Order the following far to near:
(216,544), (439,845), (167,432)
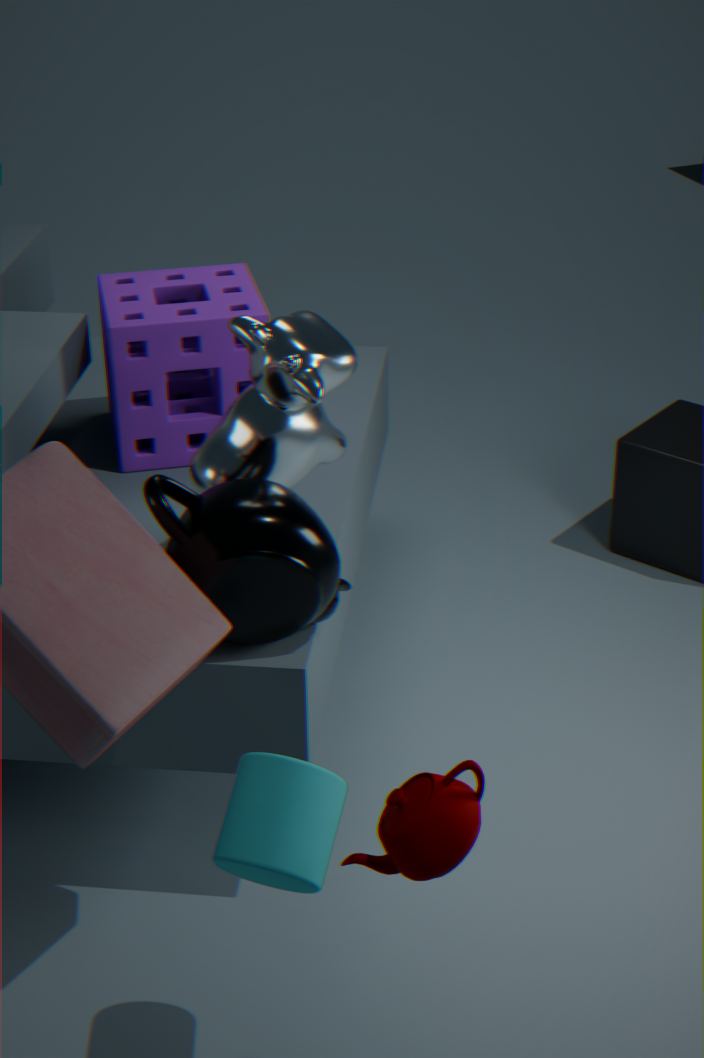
(167,432) → (216,544) → (439,845)
